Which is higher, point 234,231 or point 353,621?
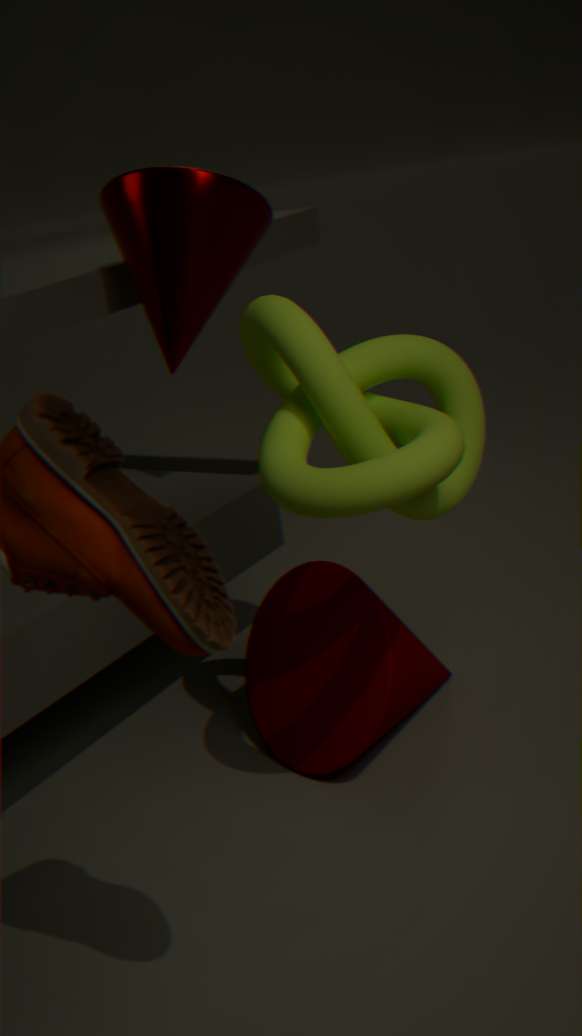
point 234,231
